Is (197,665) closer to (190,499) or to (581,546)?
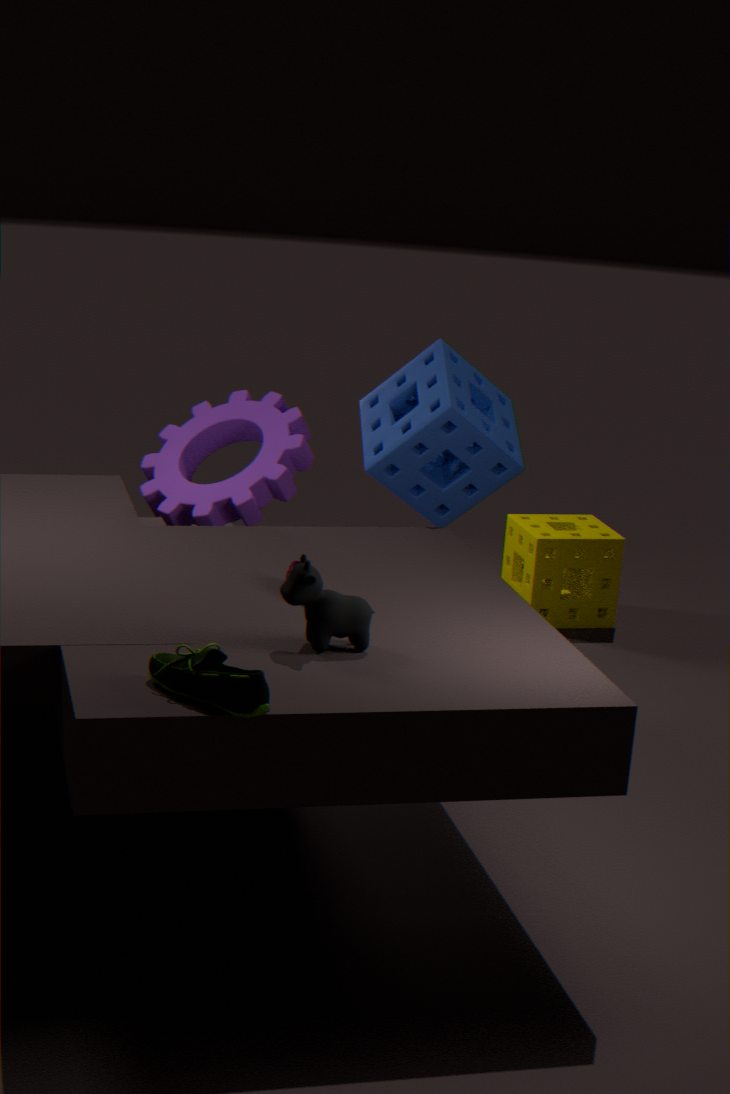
(190,499)
